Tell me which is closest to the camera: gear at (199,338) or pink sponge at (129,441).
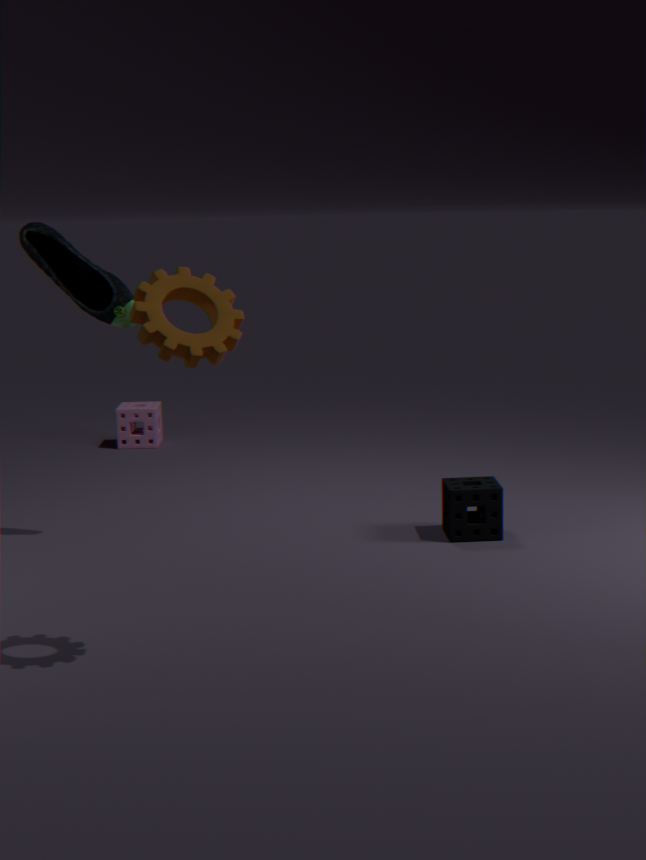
gear at (199,338)
